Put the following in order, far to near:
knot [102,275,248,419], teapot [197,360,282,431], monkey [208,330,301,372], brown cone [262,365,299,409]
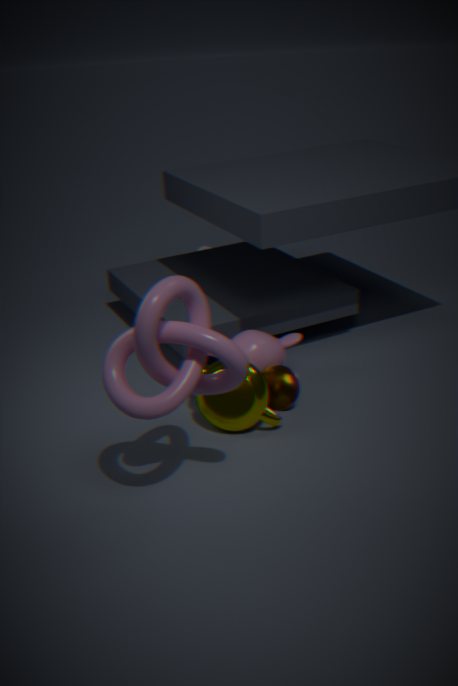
monkey [208,330,301,372] < brown cone [262,365,299,409] < teapot [197,360,282,431] < knot [102,275,248,419]
